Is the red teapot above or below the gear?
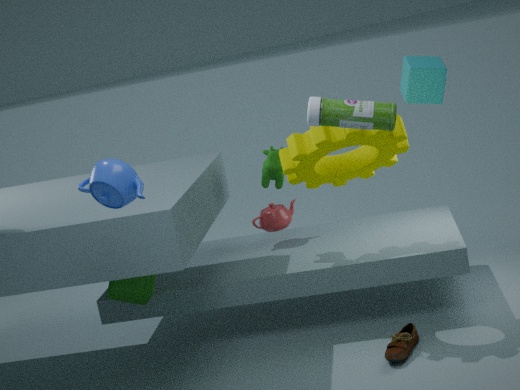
below
